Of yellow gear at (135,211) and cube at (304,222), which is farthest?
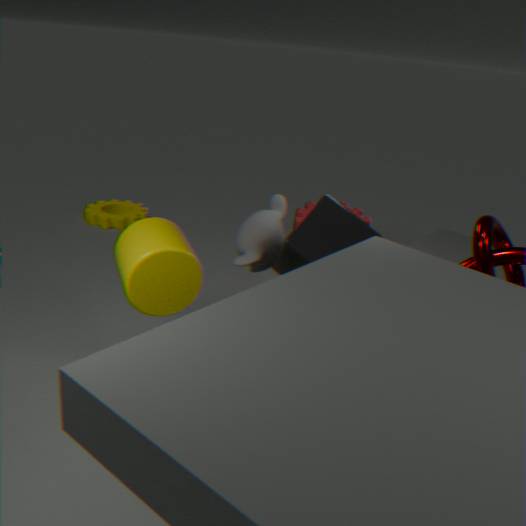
yellow gear at (135,211)
